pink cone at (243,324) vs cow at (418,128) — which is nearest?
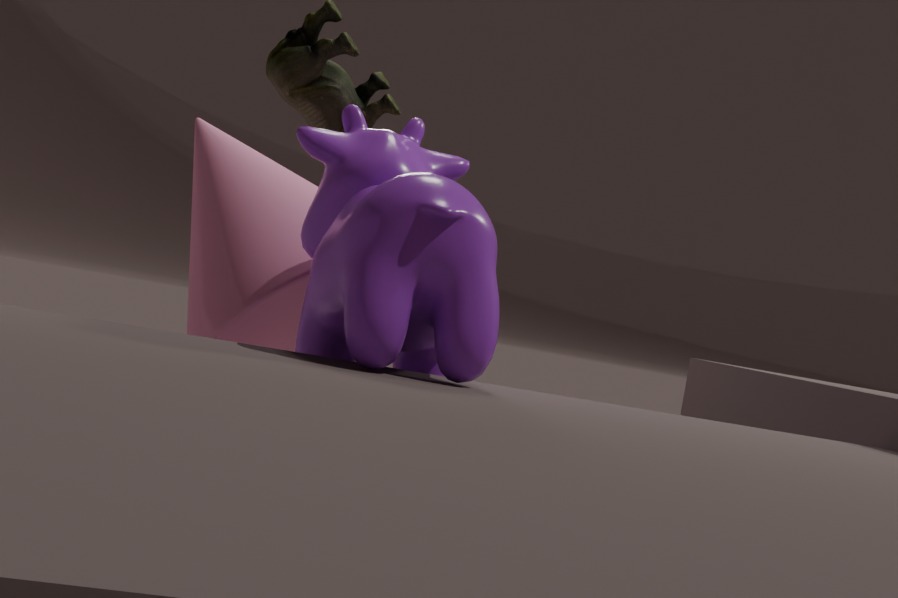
cow at (418,128)
